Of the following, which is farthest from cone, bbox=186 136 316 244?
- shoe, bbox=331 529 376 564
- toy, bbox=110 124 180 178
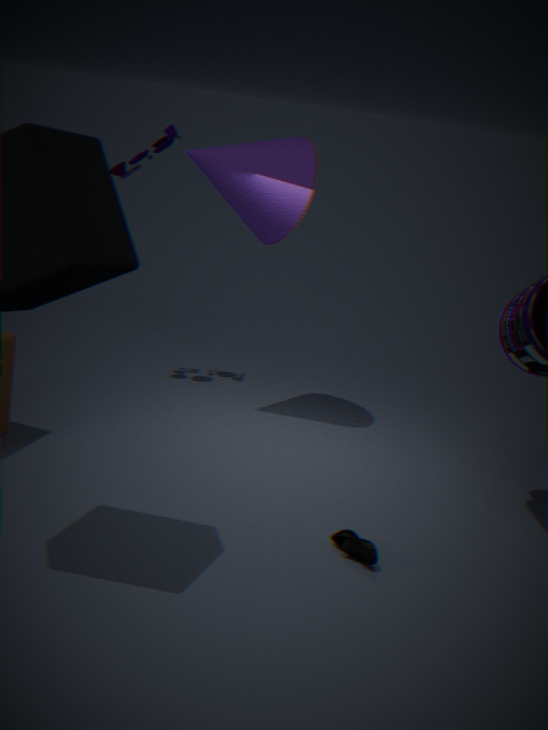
shoe, bbox=331 529 376 564
